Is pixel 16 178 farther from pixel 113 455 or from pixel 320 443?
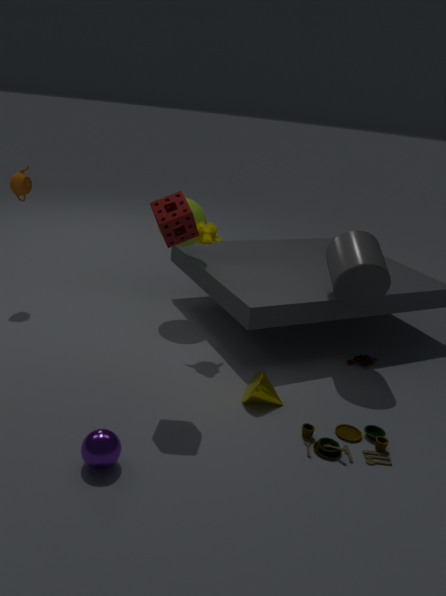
pixel 320 443
